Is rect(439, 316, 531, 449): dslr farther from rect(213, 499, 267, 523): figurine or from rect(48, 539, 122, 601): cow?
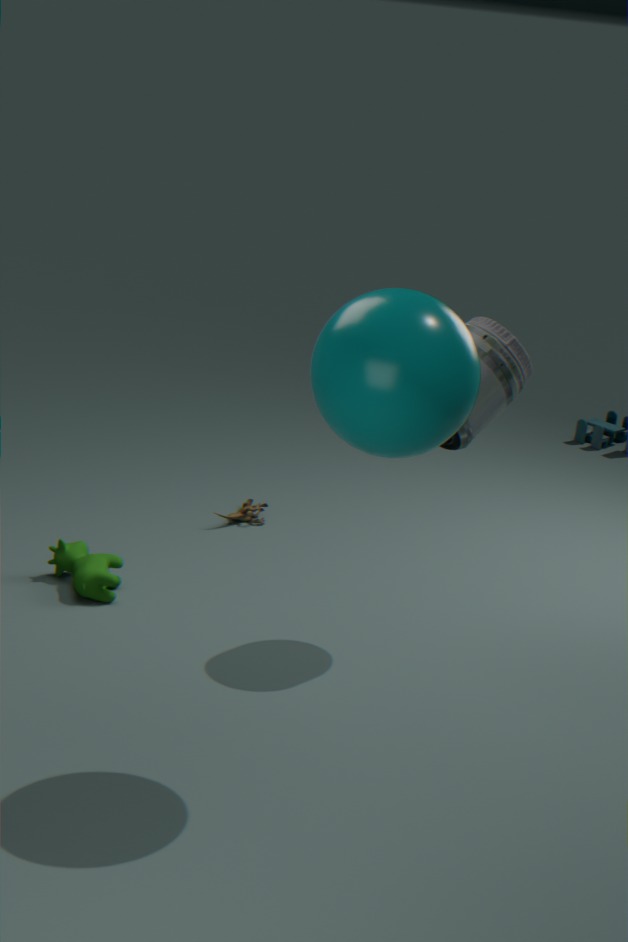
rect(213, 499, 267, 523): figurine
